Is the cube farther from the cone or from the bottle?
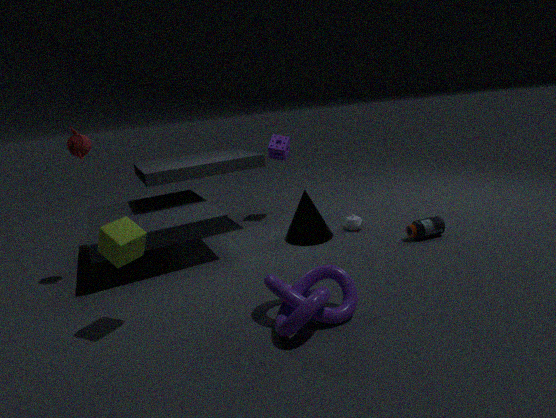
→ the bottle
